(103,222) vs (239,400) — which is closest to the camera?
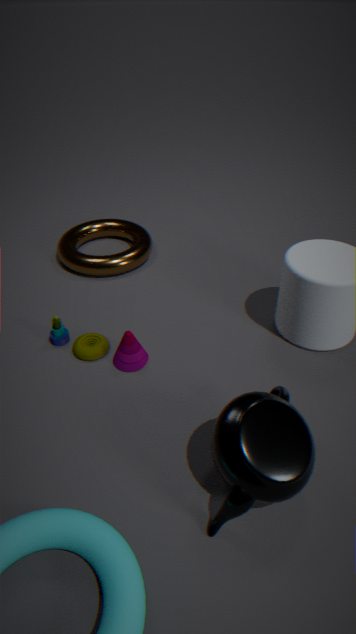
(239,400)
